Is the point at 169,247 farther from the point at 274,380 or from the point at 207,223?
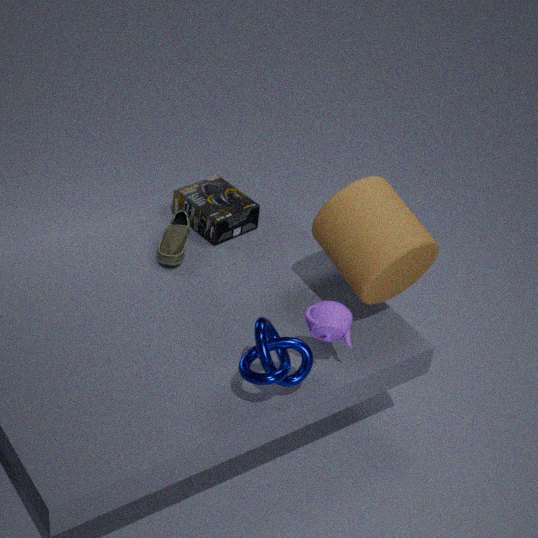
the point at 274,380
